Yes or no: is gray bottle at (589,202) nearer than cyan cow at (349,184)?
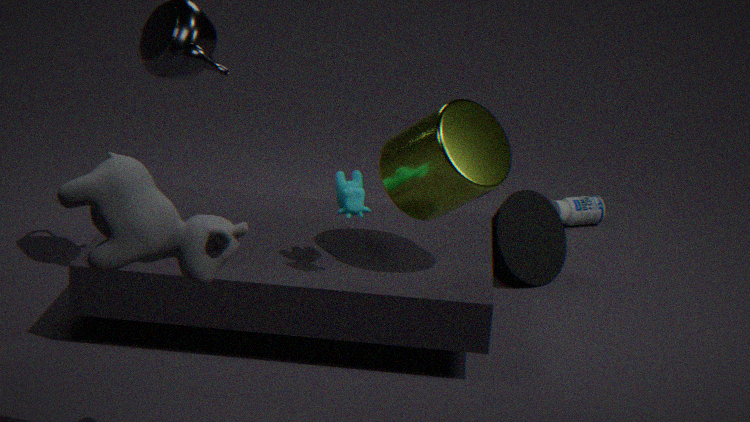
No
